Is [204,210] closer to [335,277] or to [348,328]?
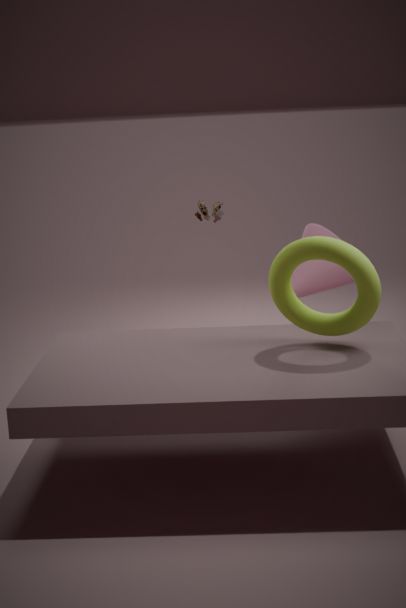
[335,277]
